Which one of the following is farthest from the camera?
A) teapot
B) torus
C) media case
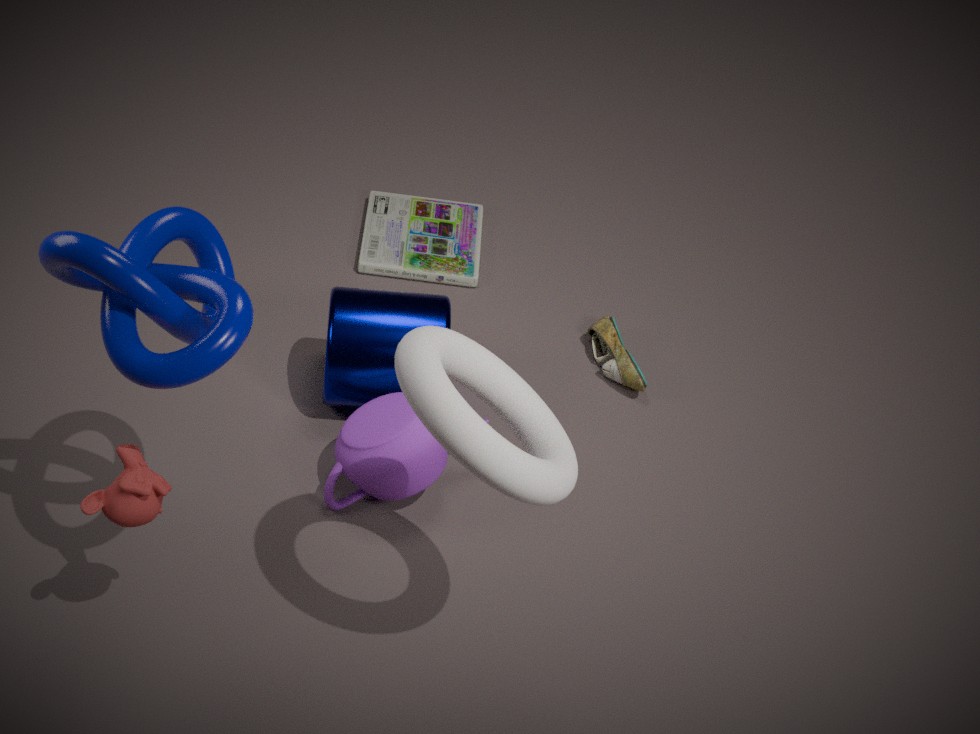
media case
